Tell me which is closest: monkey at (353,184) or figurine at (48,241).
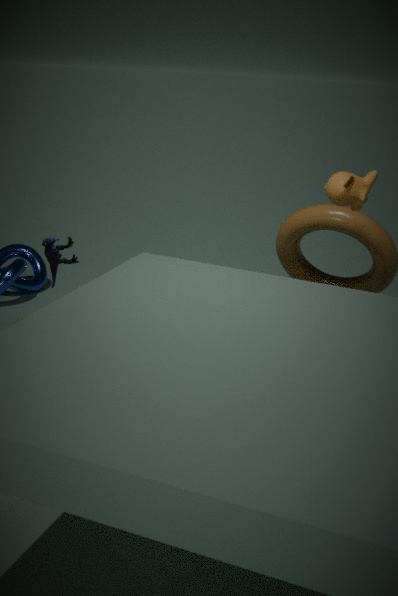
monkey at (353,184)
